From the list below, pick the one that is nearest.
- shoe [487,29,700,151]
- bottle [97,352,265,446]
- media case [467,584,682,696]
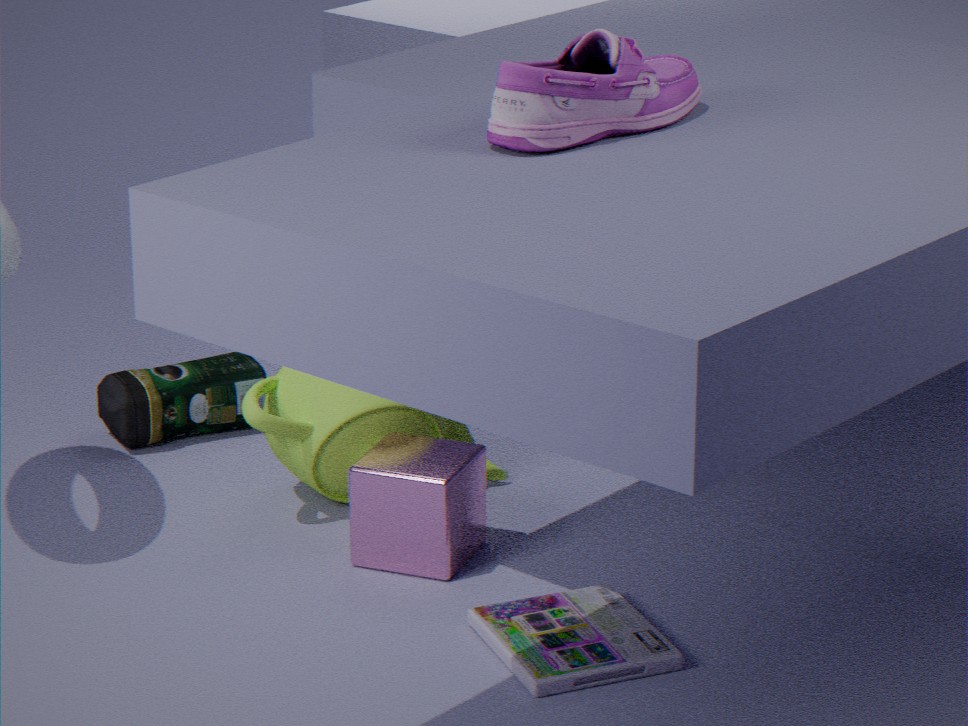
shoe [487,29,700,151]
